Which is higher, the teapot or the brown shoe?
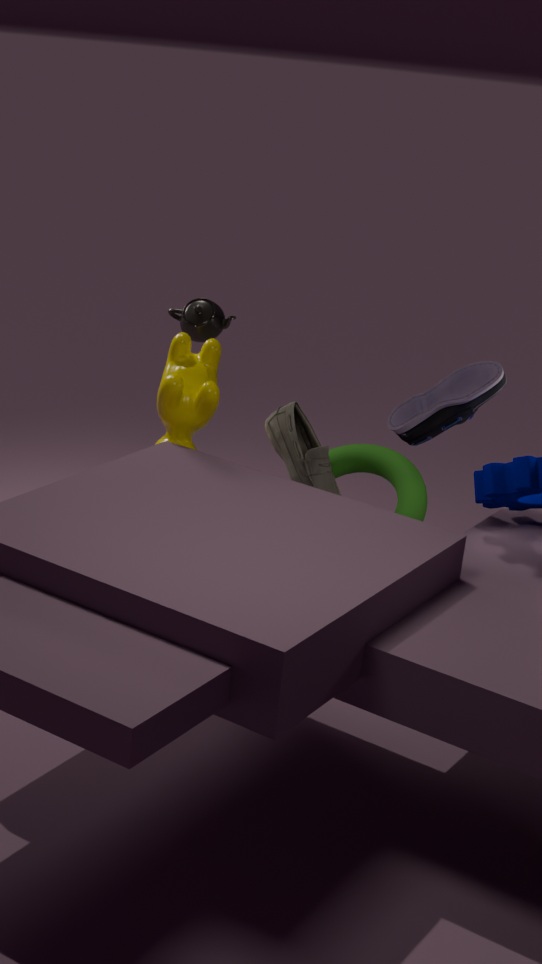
the teapot
